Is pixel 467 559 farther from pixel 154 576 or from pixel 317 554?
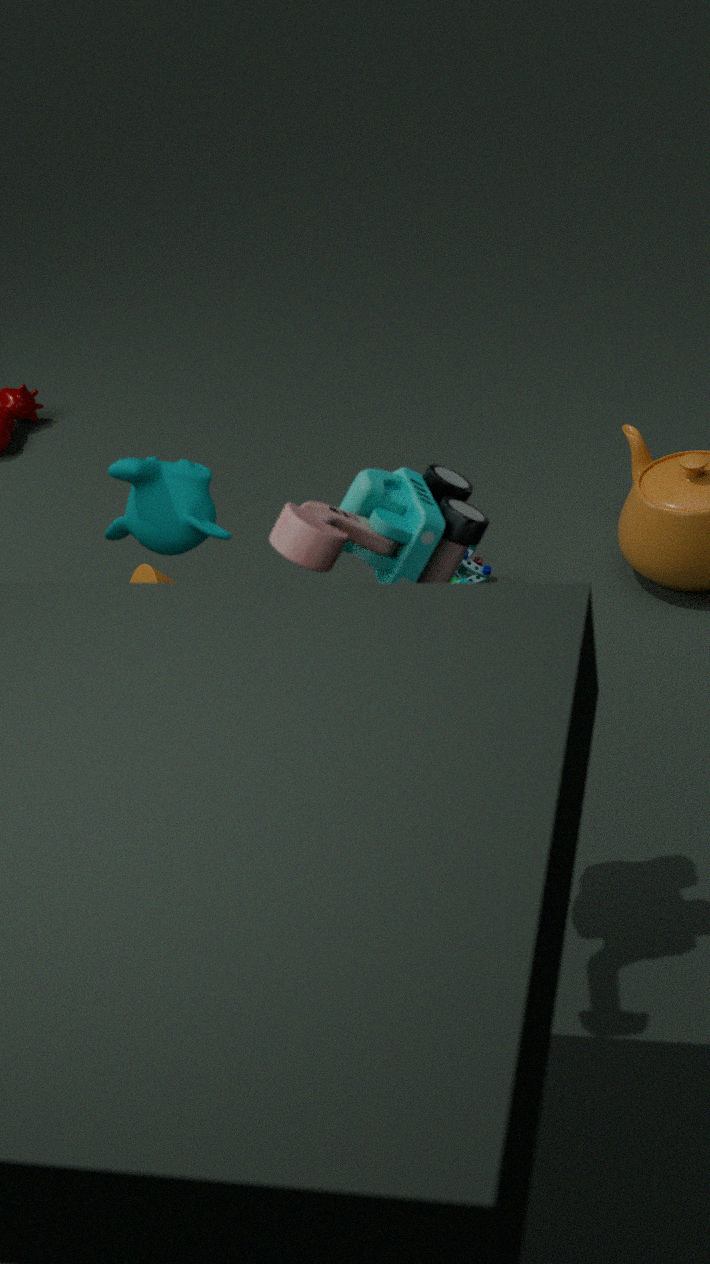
pixel 317 554
